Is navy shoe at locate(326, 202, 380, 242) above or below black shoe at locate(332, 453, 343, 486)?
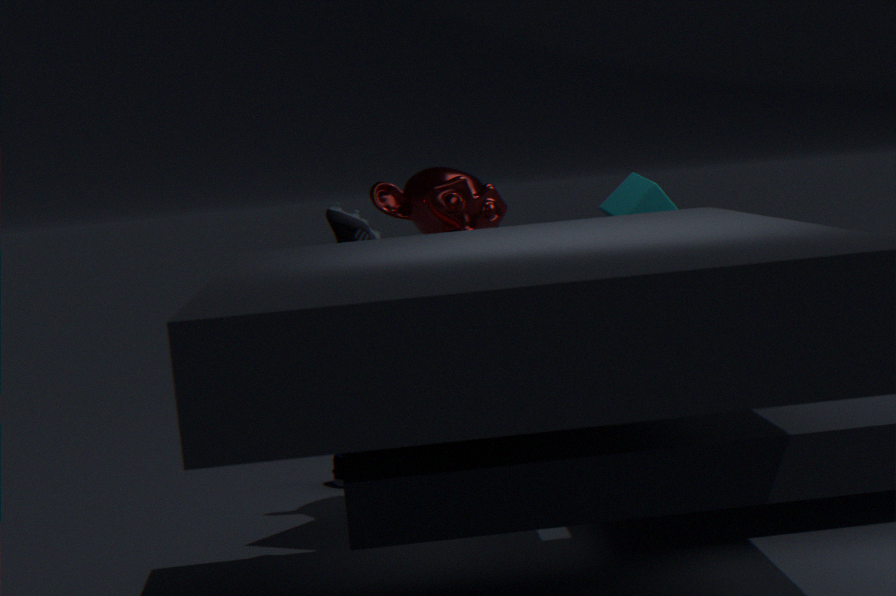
above
